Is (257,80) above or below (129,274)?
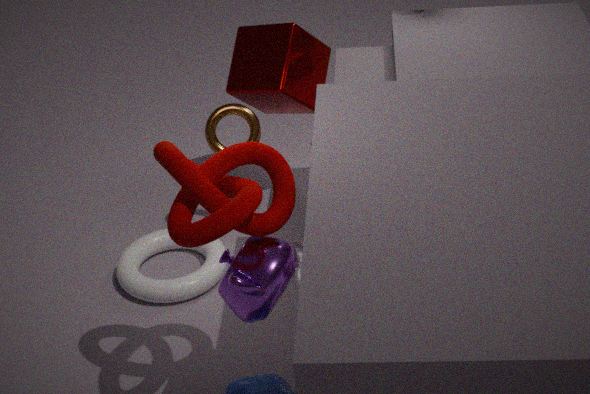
above
